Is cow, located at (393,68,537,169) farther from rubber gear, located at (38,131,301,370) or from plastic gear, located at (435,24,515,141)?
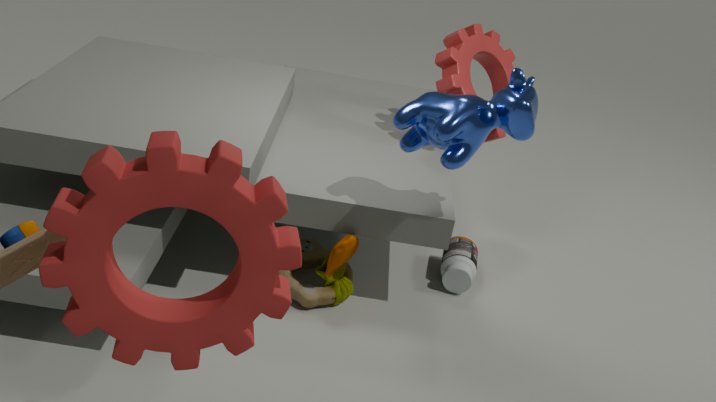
rubber gear, located at (38,131,301,370)
